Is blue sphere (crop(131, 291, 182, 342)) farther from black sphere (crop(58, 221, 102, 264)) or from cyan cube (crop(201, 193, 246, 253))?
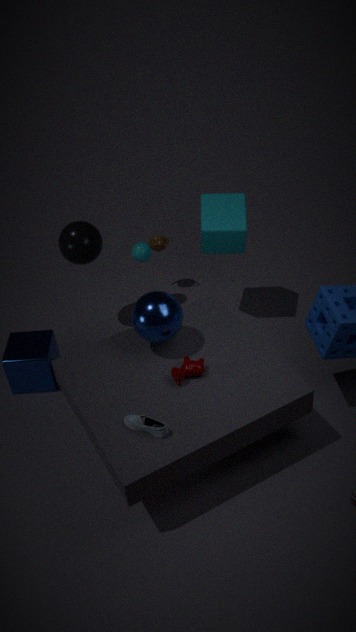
black sphere (crop(58, 221, 102, 264))
